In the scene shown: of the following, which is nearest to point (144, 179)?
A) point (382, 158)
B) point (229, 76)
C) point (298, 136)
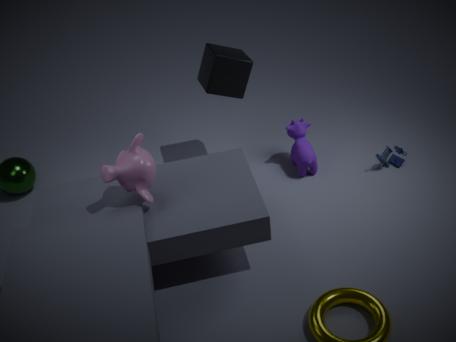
point (229, 76)
